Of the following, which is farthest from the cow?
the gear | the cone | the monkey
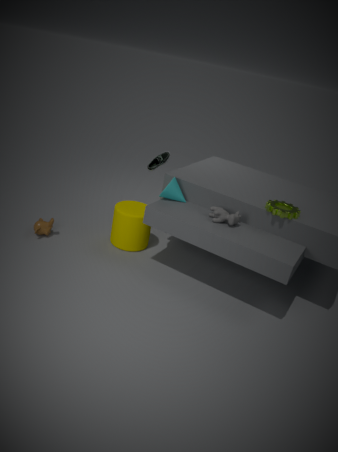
the monkey
